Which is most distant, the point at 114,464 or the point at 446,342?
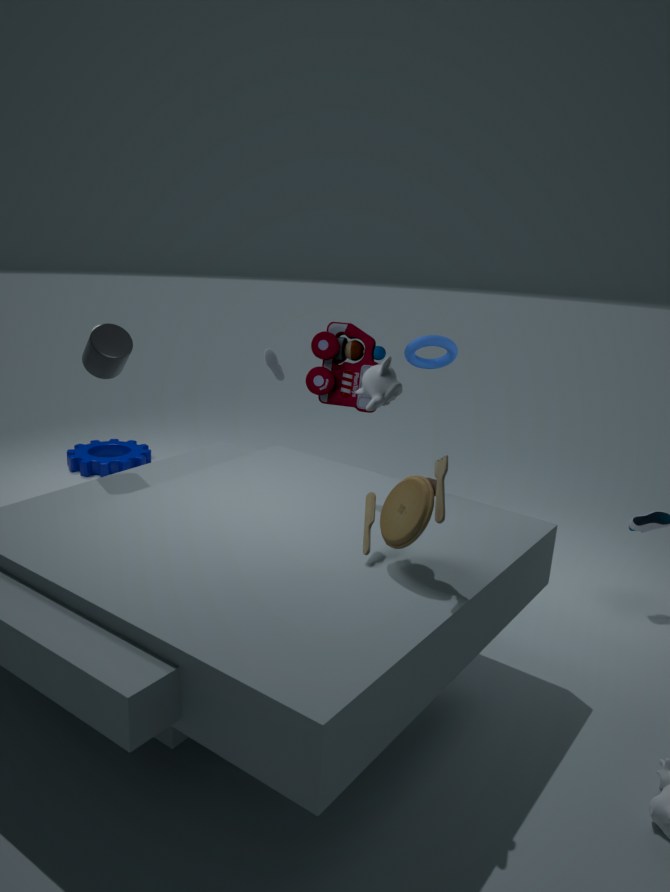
the point at 114,464
